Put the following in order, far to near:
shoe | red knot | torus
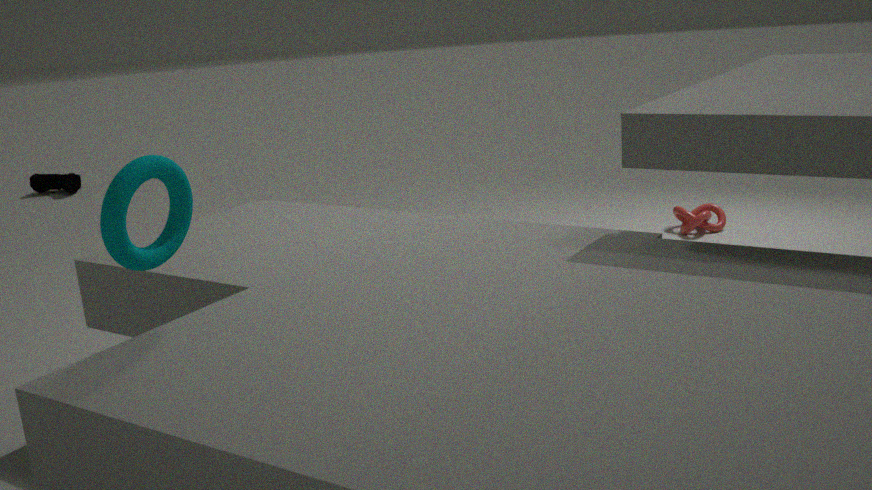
shoe → red knot → torus
